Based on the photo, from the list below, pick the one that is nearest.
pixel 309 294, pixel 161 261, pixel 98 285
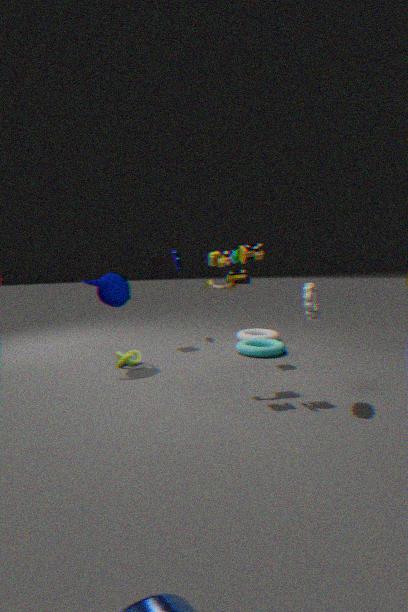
pixel 309 294
